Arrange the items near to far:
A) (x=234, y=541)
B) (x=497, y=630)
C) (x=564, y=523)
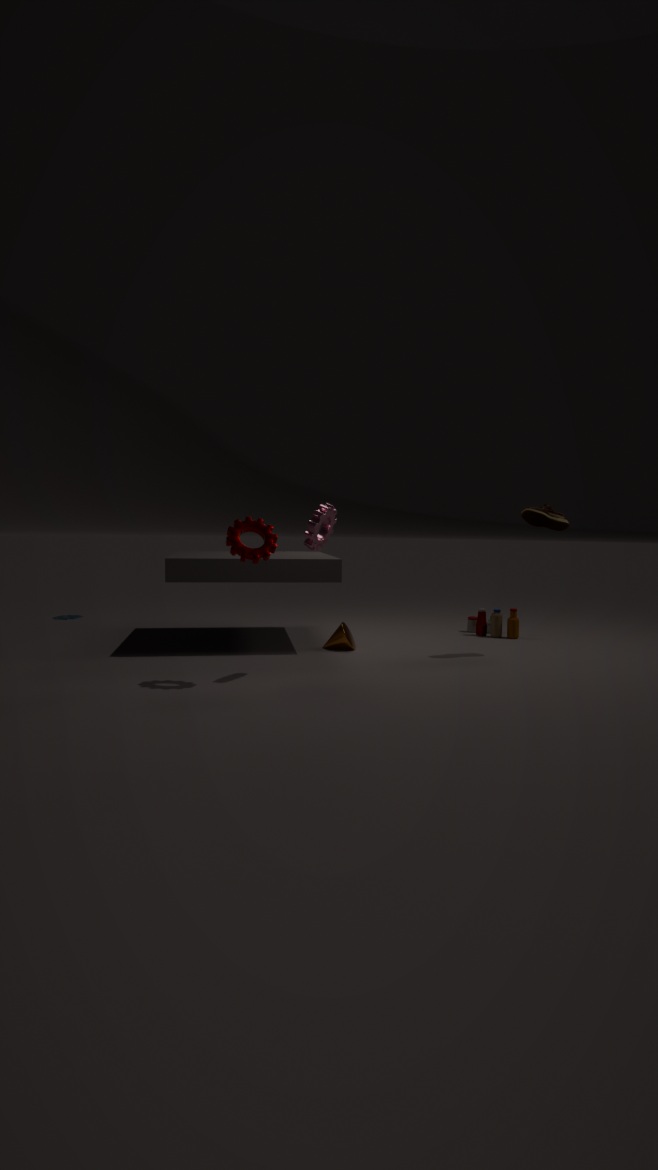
1. A. (x=234, y=541)
2. C. (x=564, y=523)
3. B. (x=497, y=630)
